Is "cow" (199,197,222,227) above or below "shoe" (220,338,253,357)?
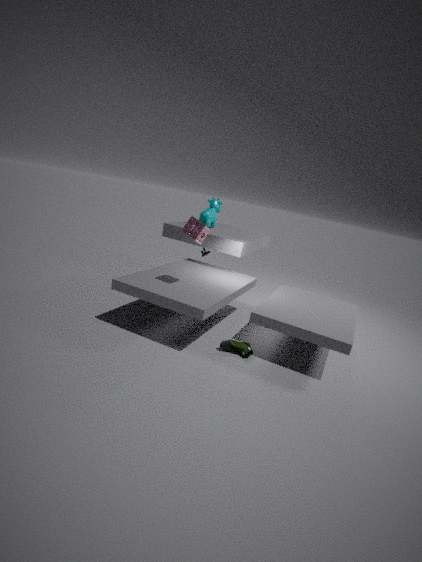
above
